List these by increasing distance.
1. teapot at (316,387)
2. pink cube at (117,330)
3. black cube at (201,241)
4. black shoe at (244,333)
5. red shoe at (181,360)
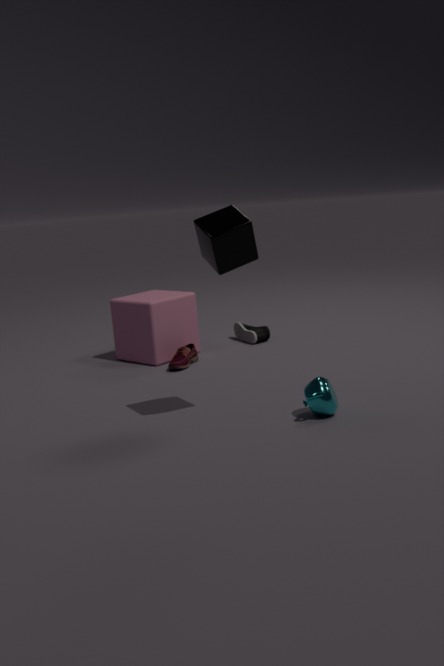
1. black cube at (201,241)
2. teapot at (316,387)
3. red shoe at (181,360)
4. pink cube at (117,330)
5. black shoe at (244,333)
